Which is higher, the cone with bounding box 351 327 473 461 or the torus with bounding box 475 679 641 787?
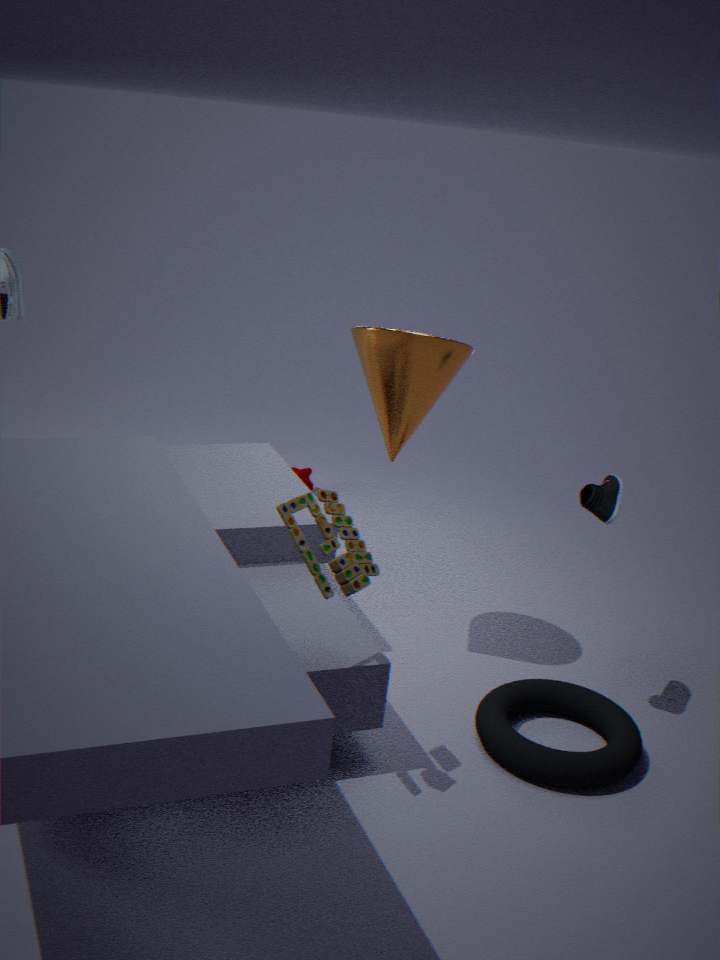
the cone with bounding box 351 327 473 461
